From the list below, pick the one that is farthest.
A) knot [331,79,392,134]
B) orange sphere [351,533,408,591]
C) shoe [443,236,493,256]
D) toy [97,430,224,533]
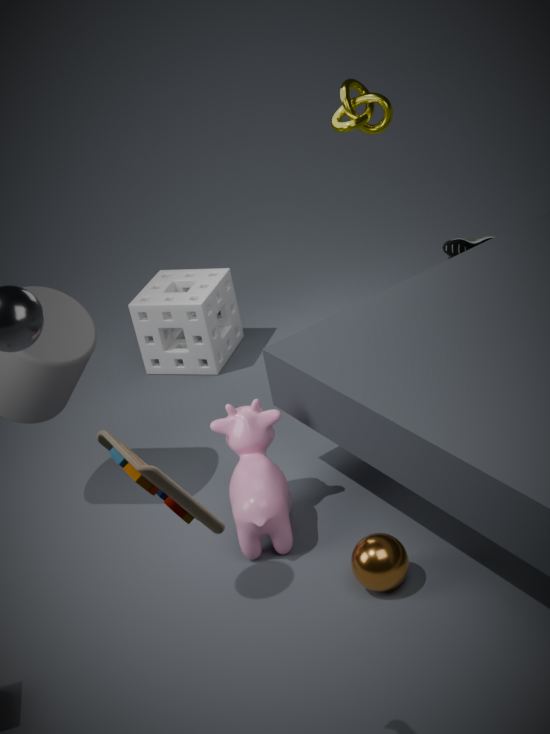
shoe [443,236,493,256]
